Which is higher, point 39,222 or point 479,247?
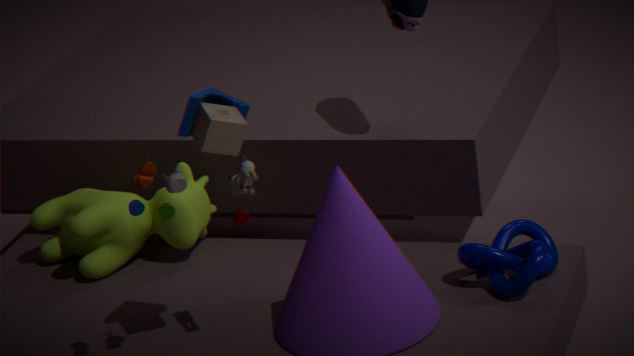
point 39,222
